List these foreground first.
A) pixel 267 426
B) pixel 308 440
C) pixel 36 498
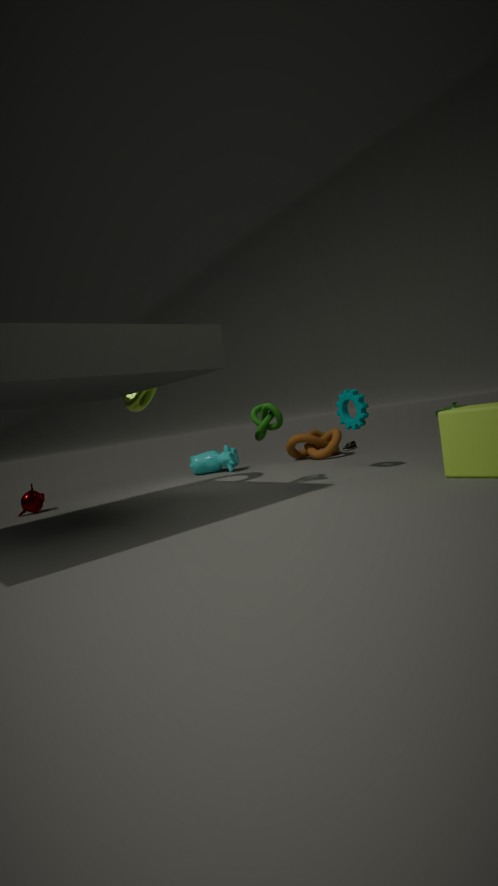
pixel 267 426 < pixel 36 498 < pixel 308 440
